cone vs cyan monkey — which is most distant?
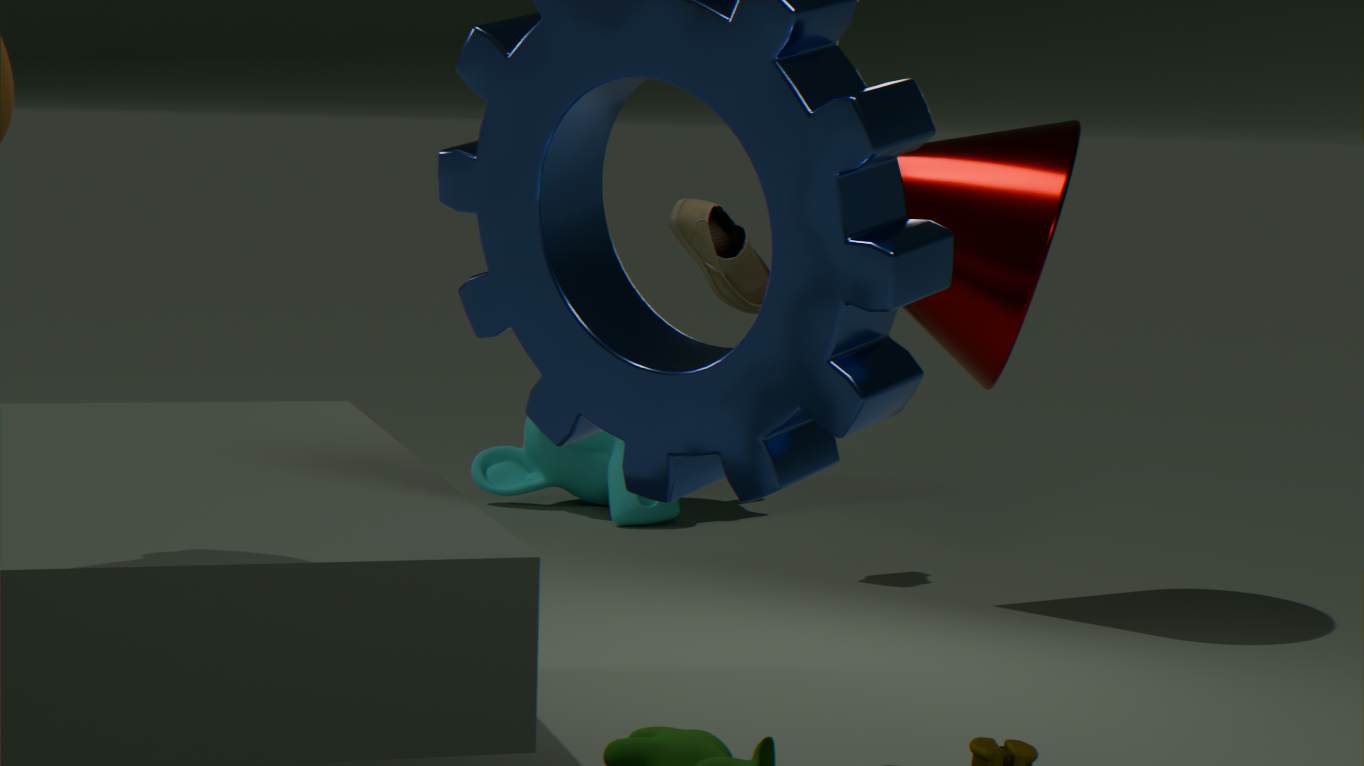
cyan monkey
